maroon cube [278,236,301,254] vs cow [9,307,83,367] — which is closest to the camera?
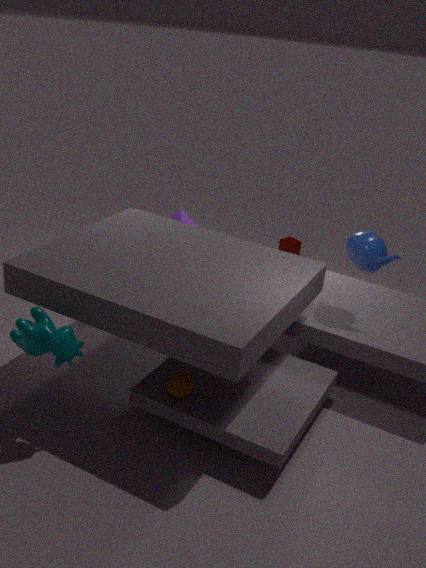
cow [9,307,83,367]
